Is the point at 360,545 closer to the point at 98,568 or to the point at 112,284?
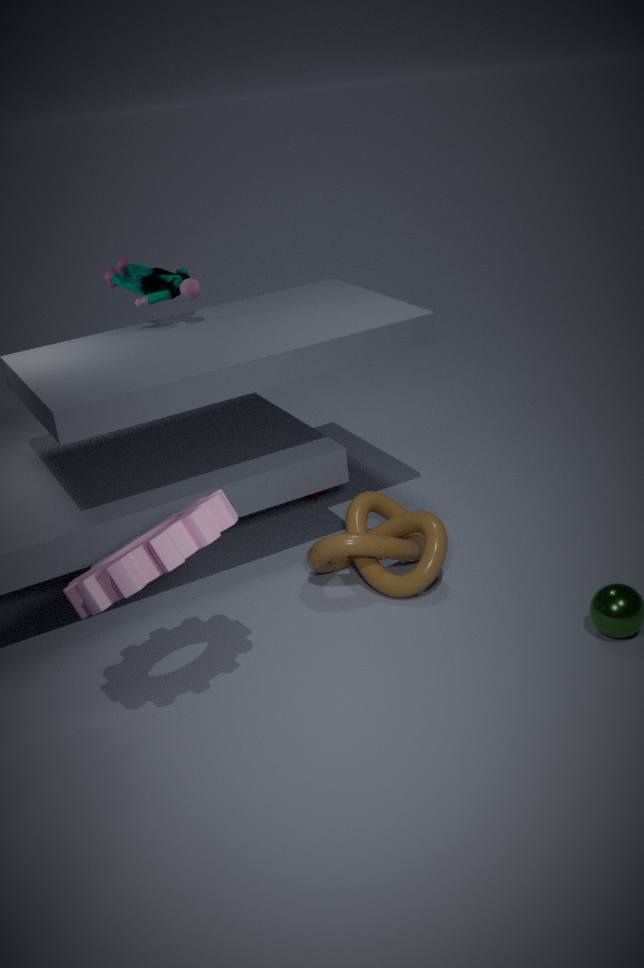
the point at 98,568
